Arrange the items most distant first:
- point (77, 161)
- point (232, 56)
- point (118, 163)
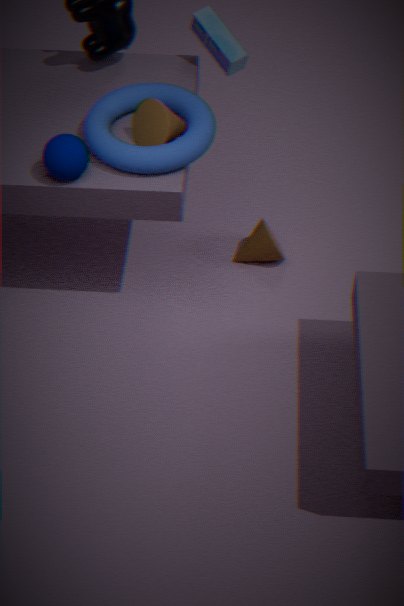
point (232, 56) → point (118, 163) → point (77, 161)
